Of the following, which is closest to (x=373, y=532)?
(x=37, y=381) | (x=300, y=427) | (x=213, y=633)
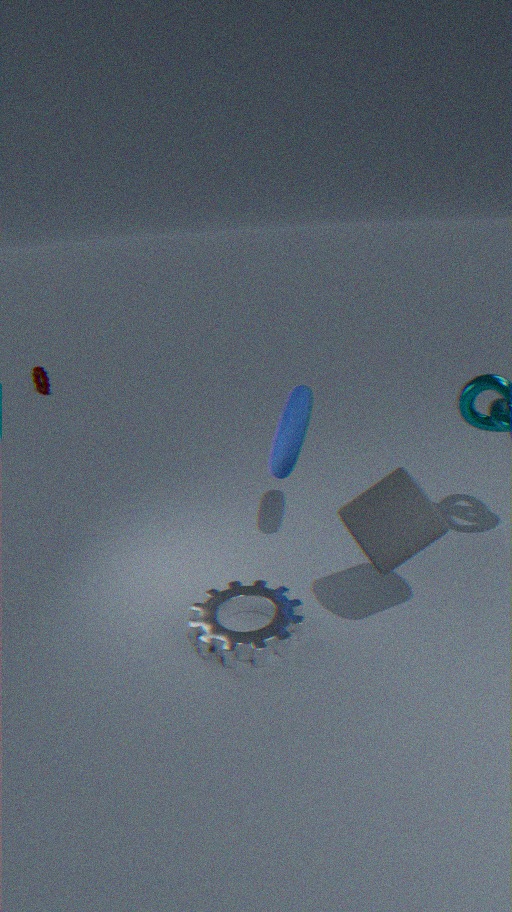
(x=213, y=633)
